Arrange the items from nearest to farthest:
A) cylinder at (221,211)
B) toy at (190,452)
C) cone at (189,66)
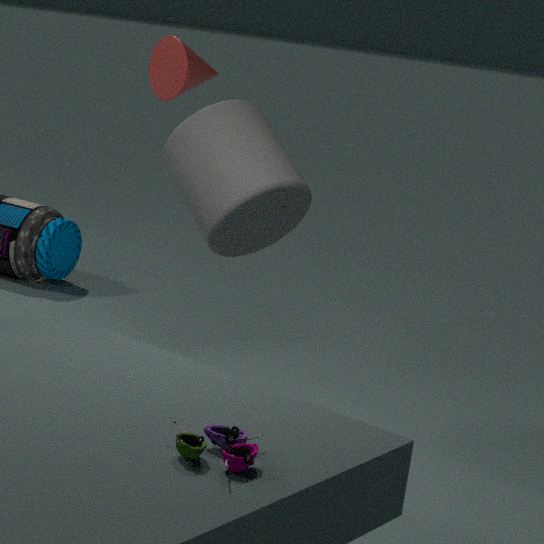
toy at (190,452)
cylinder at (221,211)
cone at (189,66)
